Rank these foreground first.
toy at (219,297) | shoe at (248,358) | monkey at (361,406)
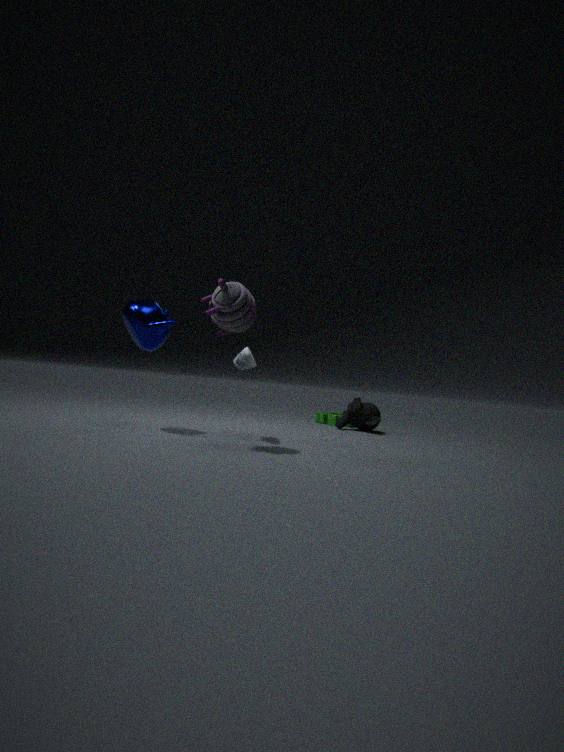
1. toy at (219,297)
2. shoe at (248,358)
3. monkey at (361,406)
